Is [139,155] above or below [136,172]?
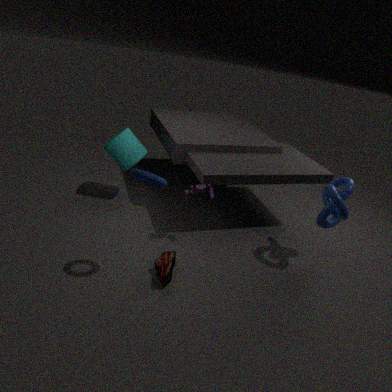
below
